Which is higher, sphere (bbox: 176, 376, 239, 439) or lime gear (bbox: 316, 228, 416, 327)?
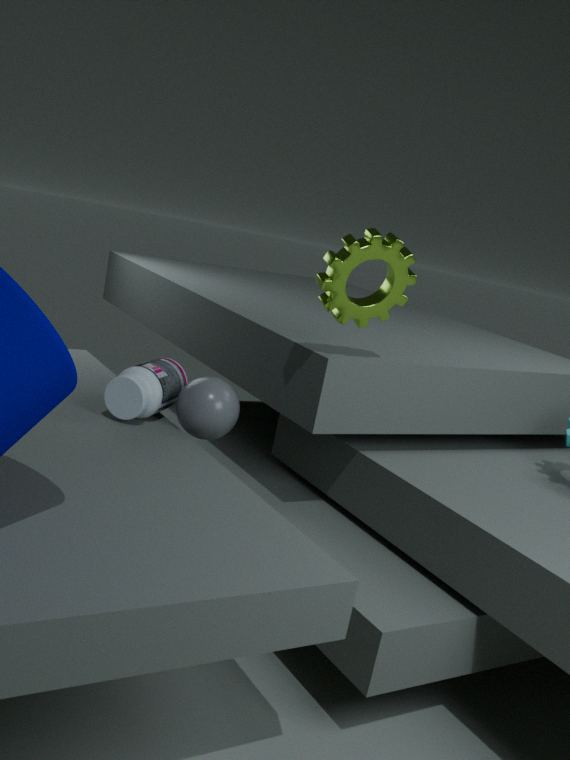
lime gear (bbox: 316, 228, 416, 327)
